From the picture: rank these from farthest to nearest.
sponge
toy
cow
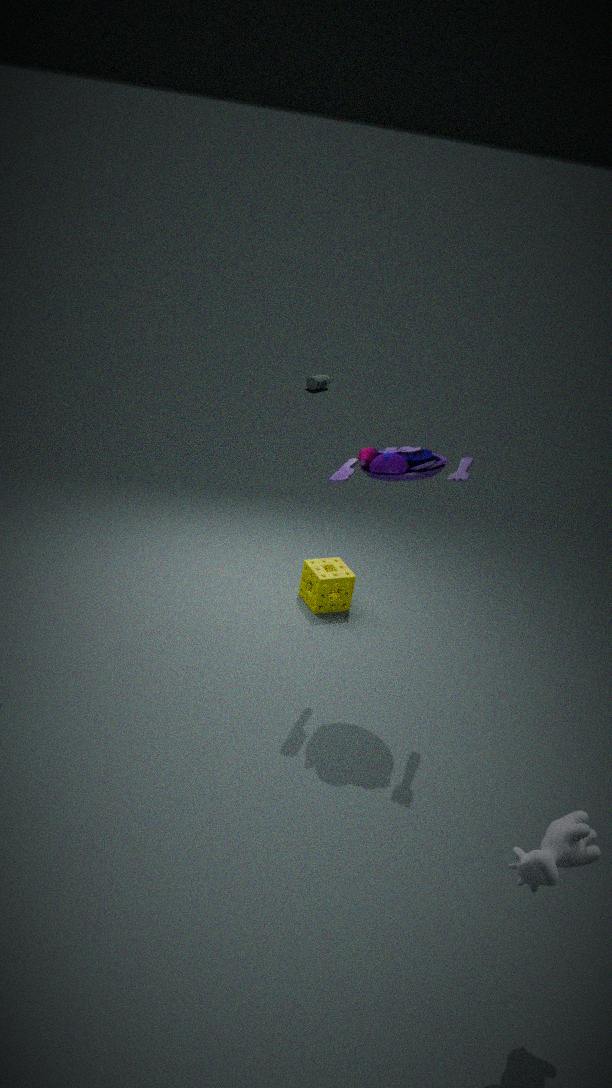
1. sponge
2. toy
3. cow
